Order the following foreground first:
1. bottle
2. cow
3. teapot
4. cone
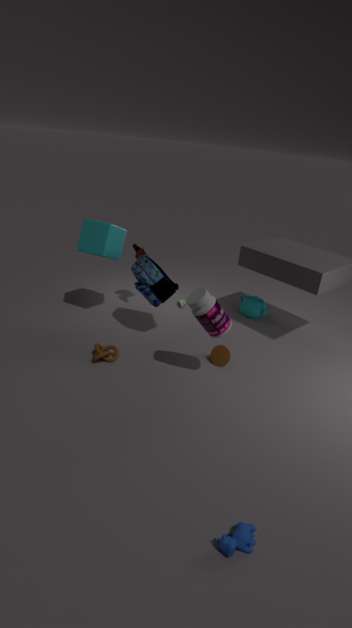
1. cow
2. bottle
3. cone
4. teapot
